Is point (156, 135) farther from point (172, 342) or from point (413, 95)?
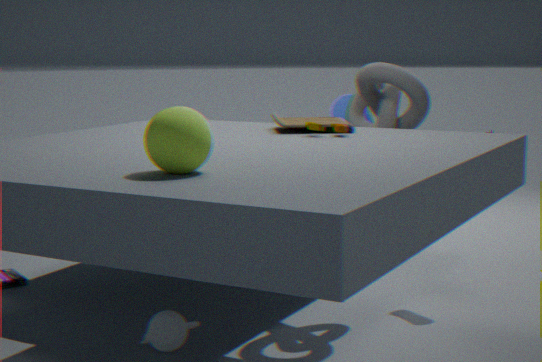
point (413, 95)
